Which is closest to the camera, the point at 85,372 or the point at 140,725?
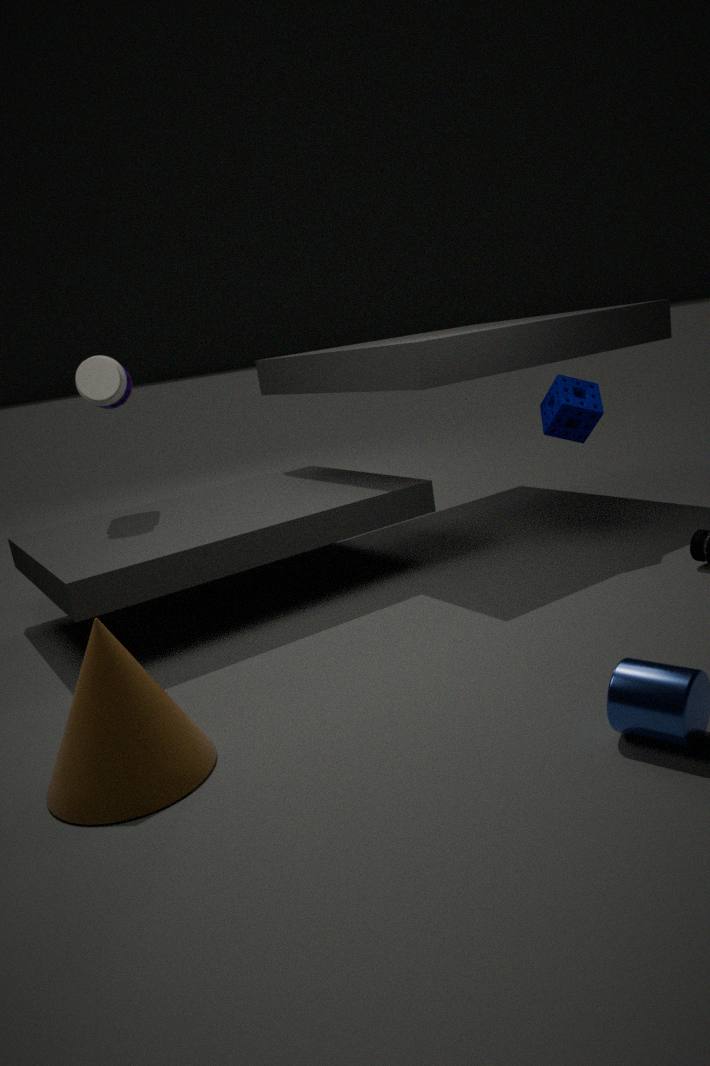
the point at 140,725
